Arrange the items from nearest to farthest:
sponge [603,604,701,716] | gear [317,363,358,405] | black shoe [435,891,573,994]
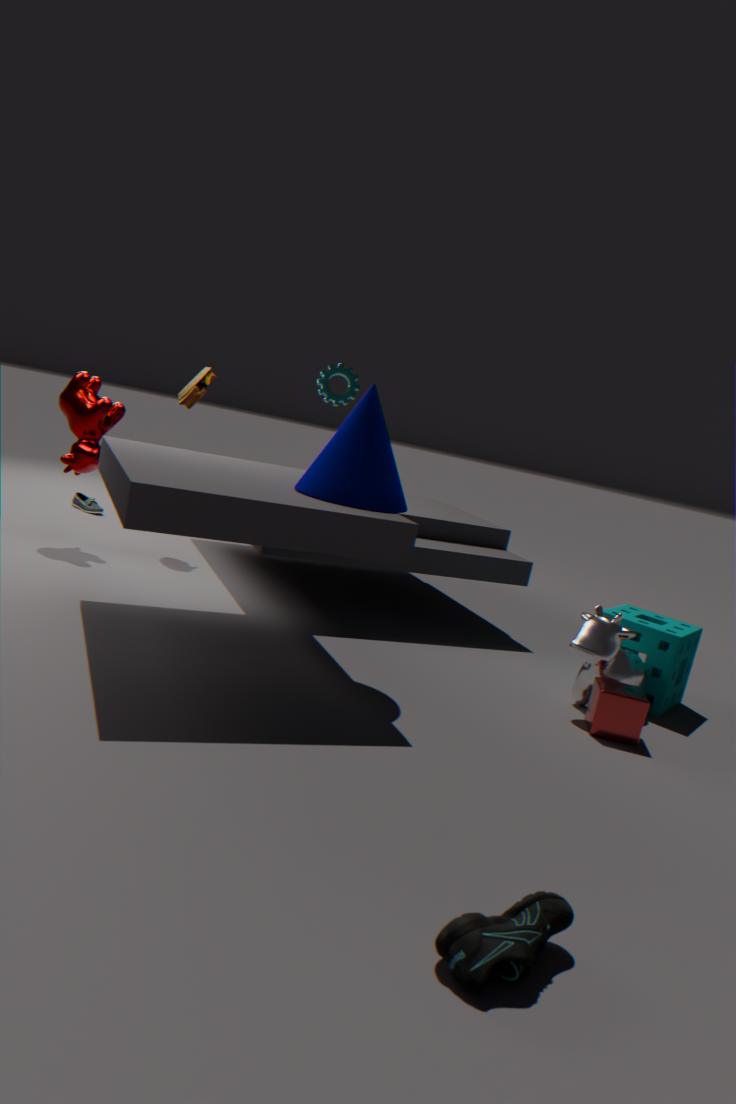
1. black shoe [435,891,573,994]
2. sponge [603,604,701,716]
3. gear [317,363,358,405]
